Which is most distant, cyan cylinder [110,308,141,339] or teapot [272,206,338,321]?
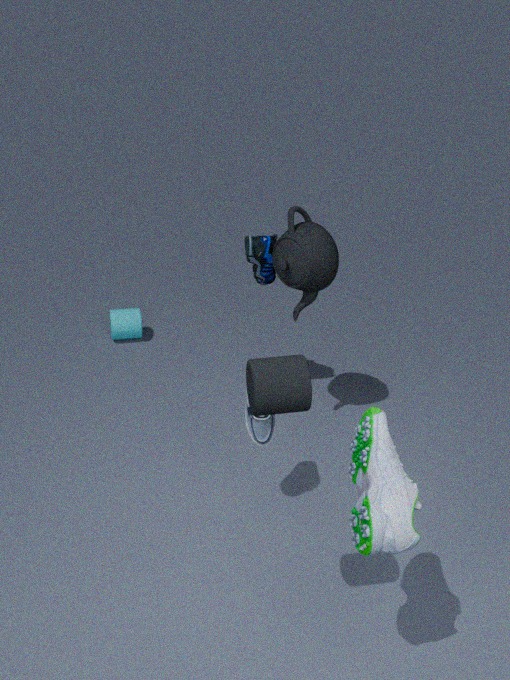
cyan cylinder [110,308,141,339]
